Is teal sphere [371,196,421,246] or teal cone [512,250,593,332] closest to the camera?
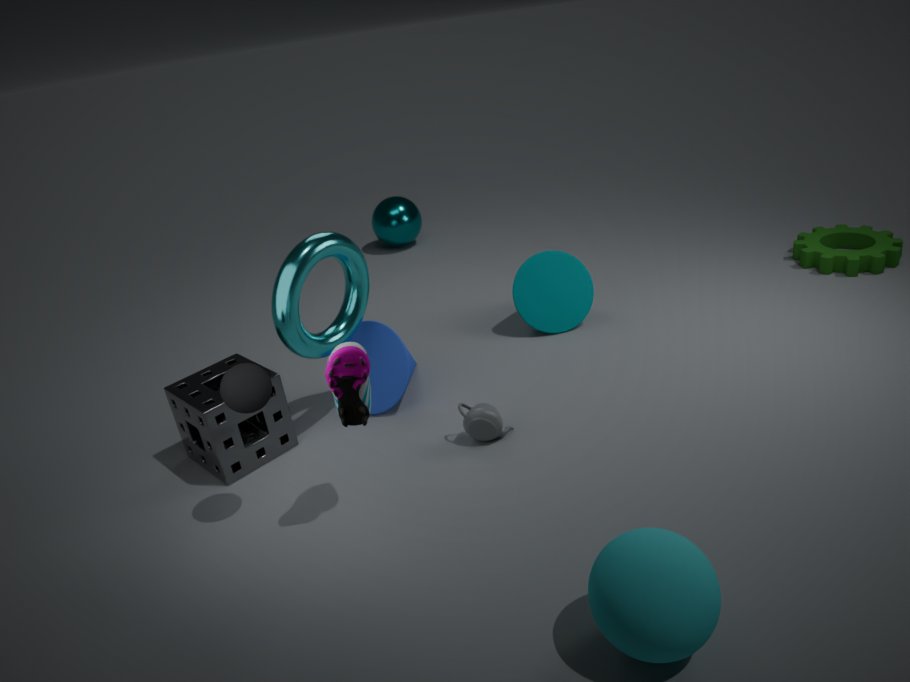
teal cone [512,250,593,332]
